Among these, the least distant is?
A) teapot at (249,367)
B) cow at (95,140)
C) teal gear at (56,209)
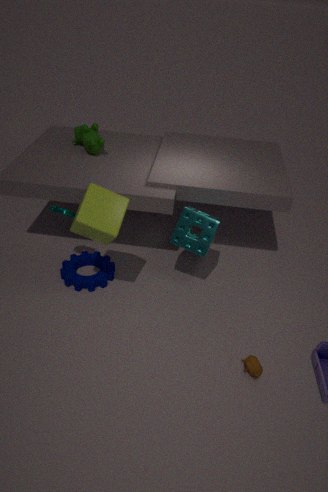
teapot at (249,367)
